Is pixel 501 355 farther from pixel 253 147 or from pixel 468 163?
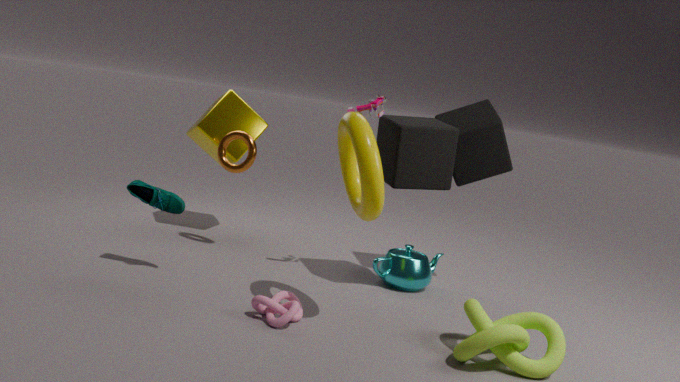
pixel 253 147
